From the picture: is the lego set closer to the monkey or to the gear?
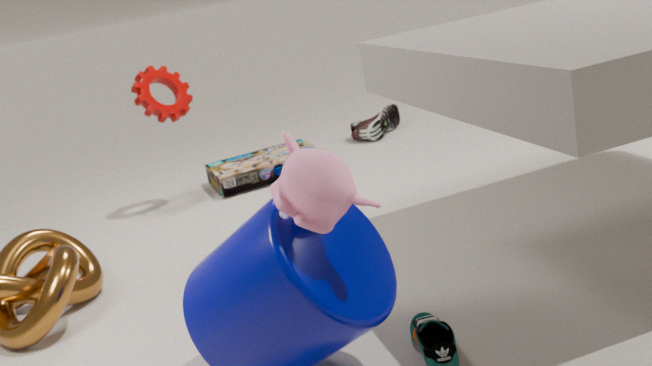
the gear
